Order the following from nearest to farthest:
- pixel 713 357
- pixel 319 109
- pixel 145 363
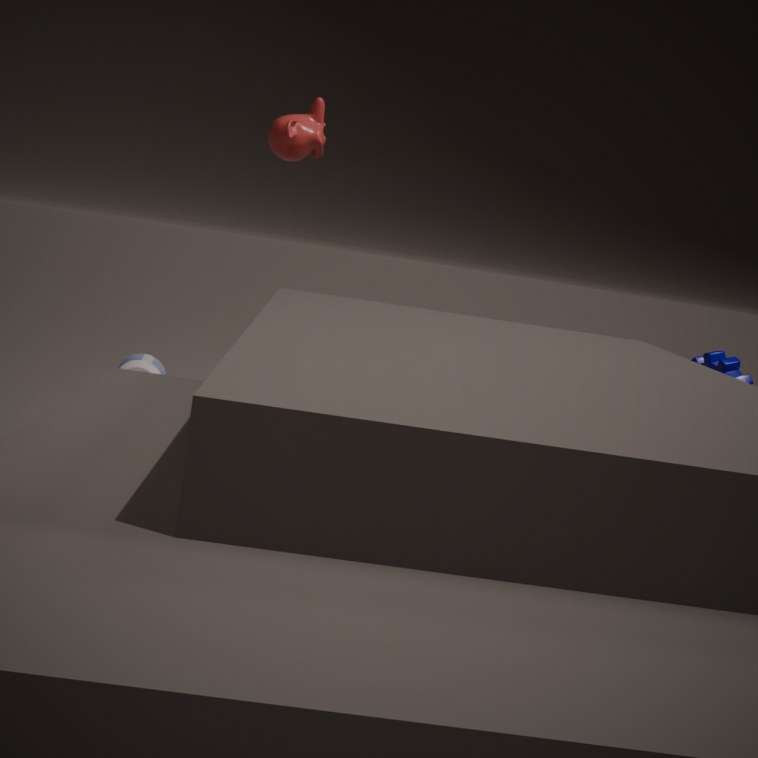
pixel 713 357
pixel 319 109
pixel 145 363
